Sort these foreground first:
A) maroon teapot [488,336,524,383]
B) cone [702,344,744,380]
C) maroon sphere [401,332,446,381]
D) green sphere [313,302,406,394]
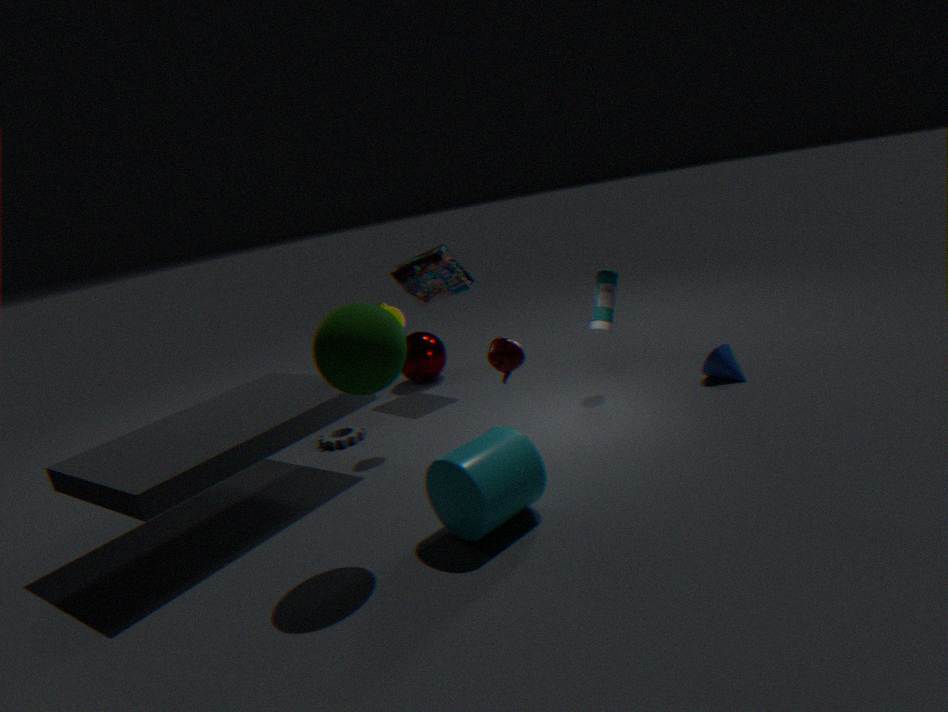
D. green sphere [313,302,406,394] < A. maroon teapot [488,336,524,383] < B. cone [702,344,744,380] < C. maroon sphere [401,332,446,381]
